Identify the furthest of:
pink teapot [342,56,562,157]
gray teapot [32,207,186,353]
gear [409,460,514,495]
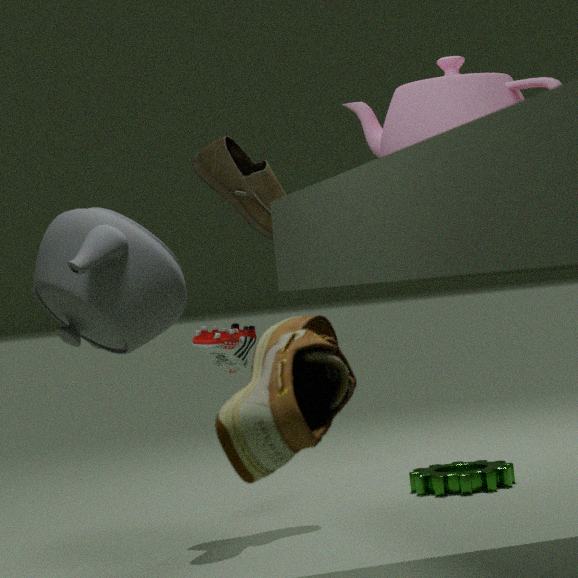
gear [409,460,514,495]
